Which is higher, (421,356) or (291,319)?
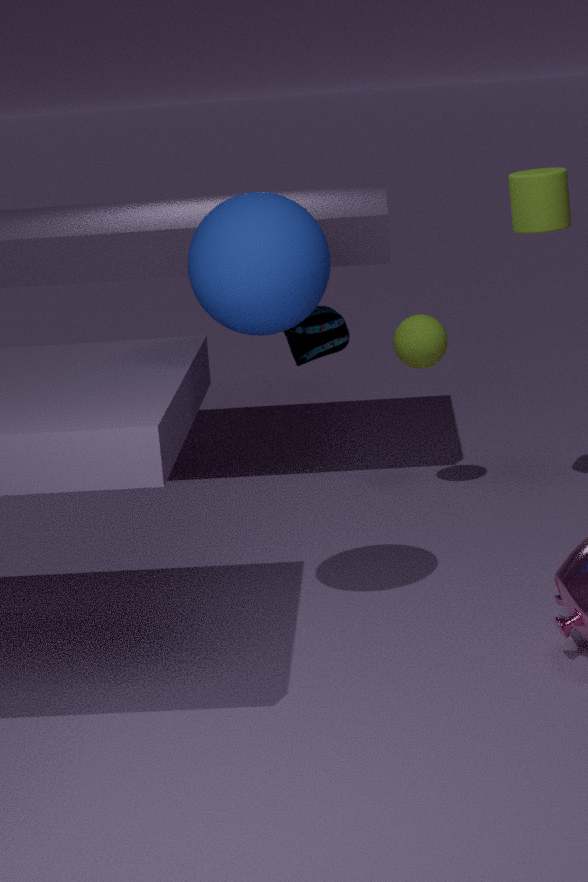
(291,319)
